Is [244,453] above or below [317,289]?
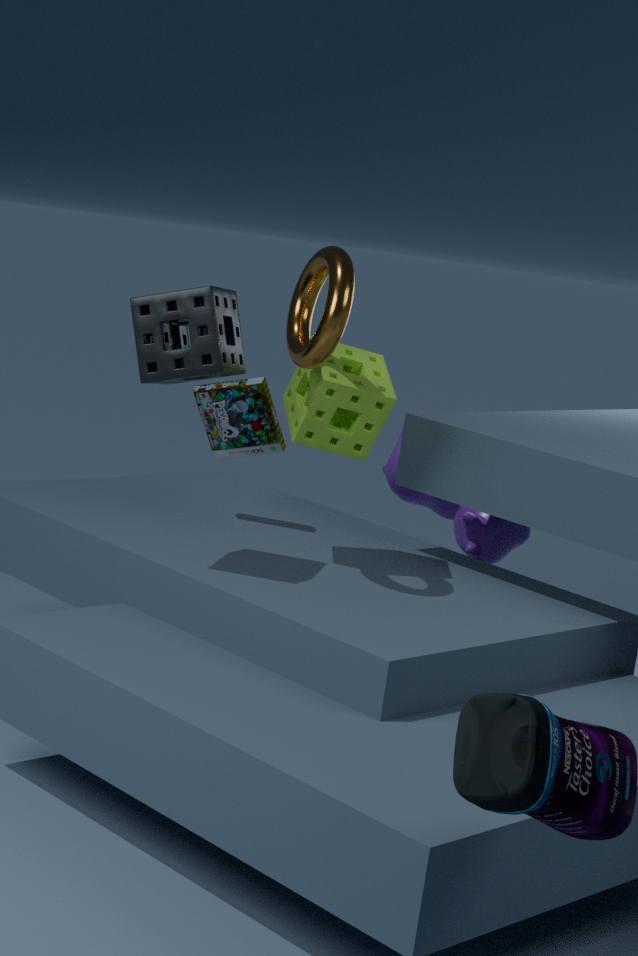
below
